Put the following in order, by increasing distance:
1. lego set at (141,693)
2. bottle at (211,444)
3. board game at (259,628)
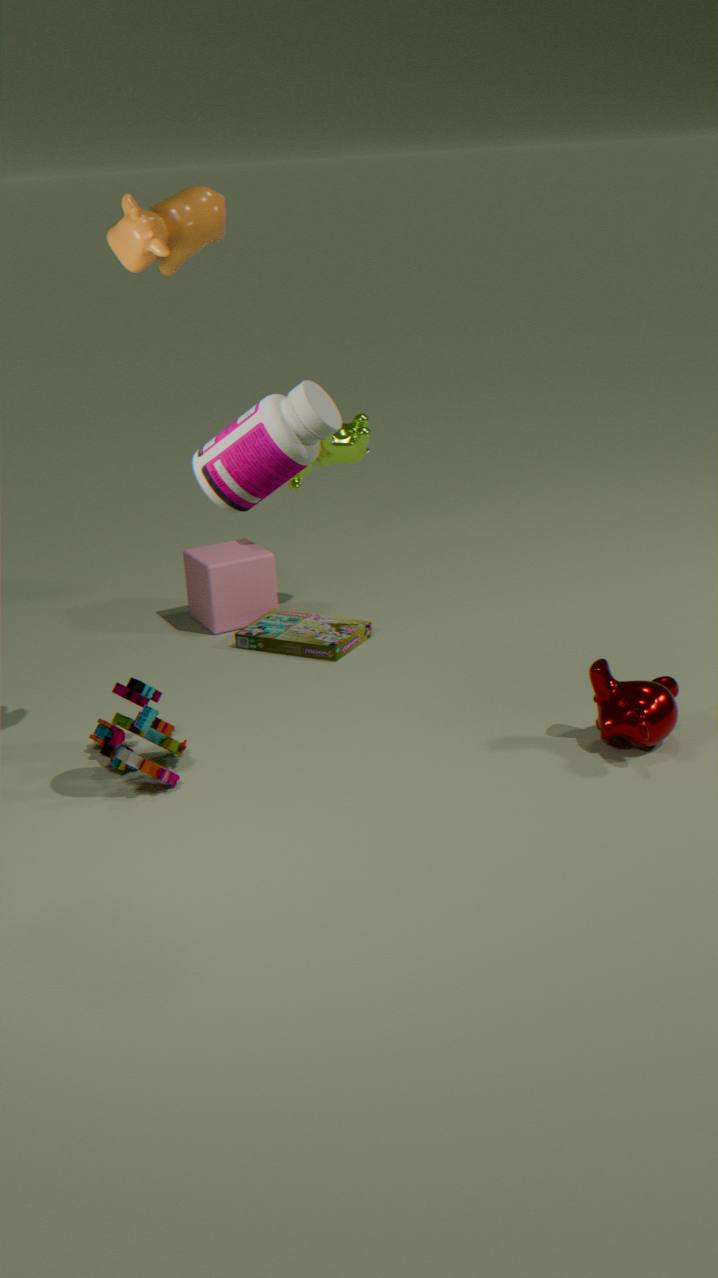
bottle at (211,444)
lego set at (141,693)
board game at (259,628)
